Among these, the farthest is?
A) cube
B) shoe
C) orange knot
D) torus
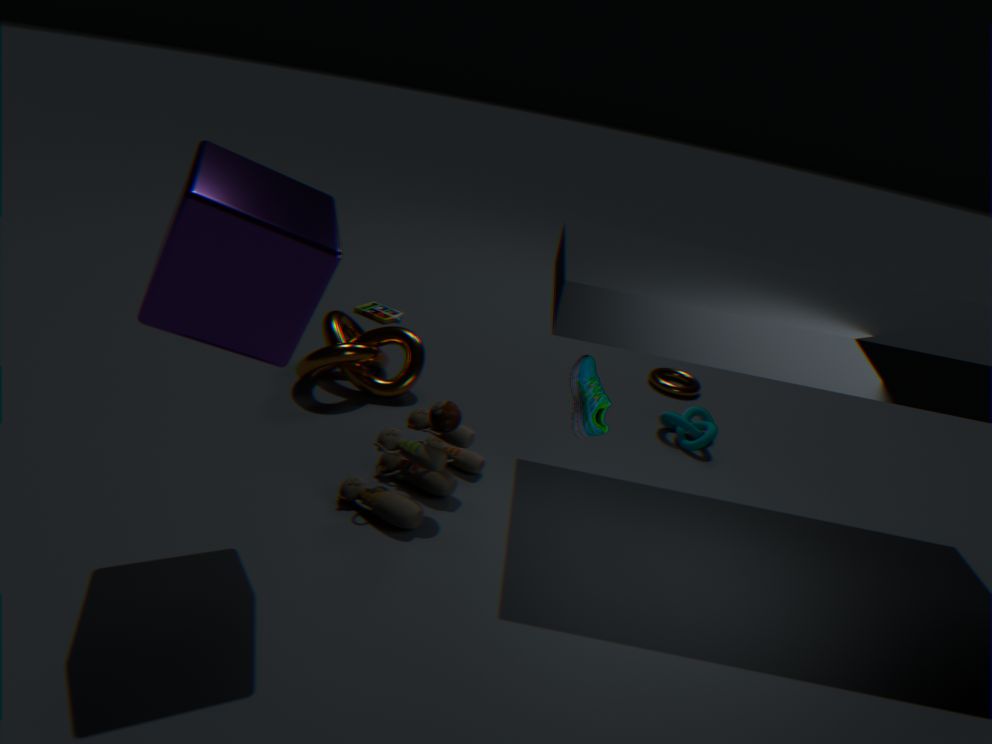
torus
